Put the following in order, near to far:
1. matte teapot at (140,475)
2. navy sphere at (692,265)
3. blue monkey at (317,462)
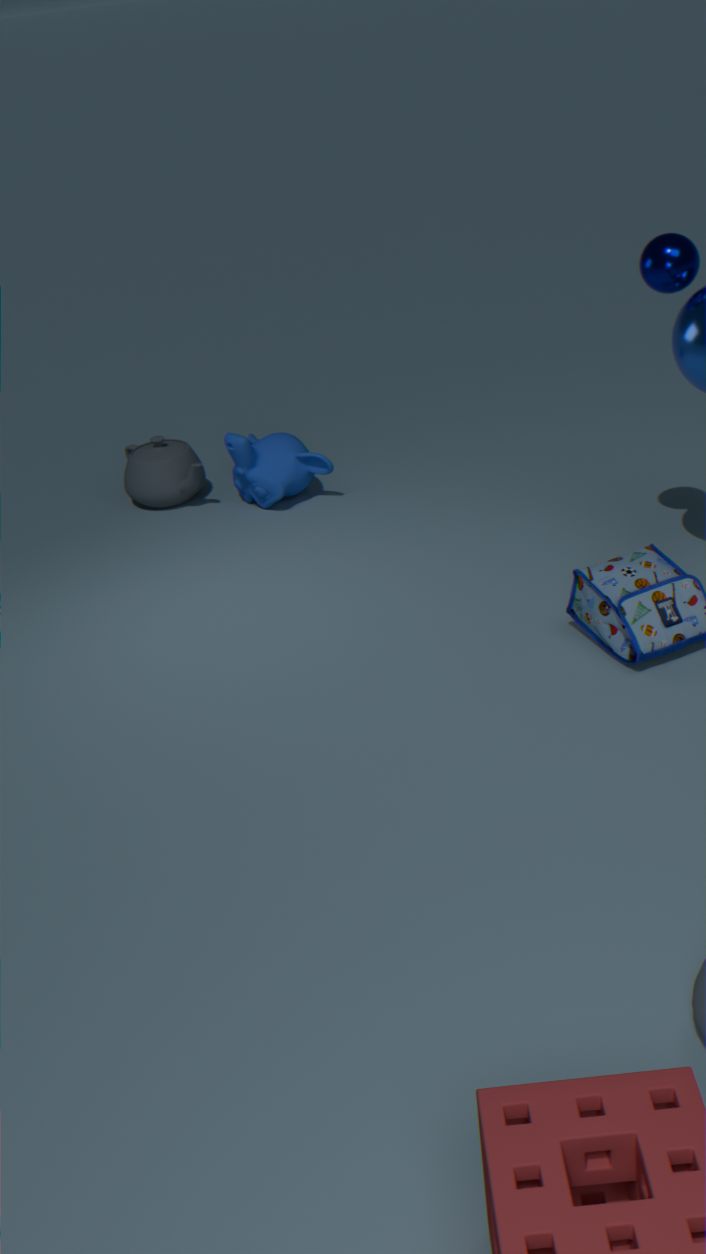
1. navy sphere at (692,265)
2. blue monkey at (317,462)
3. matte teapot at (140,475)
